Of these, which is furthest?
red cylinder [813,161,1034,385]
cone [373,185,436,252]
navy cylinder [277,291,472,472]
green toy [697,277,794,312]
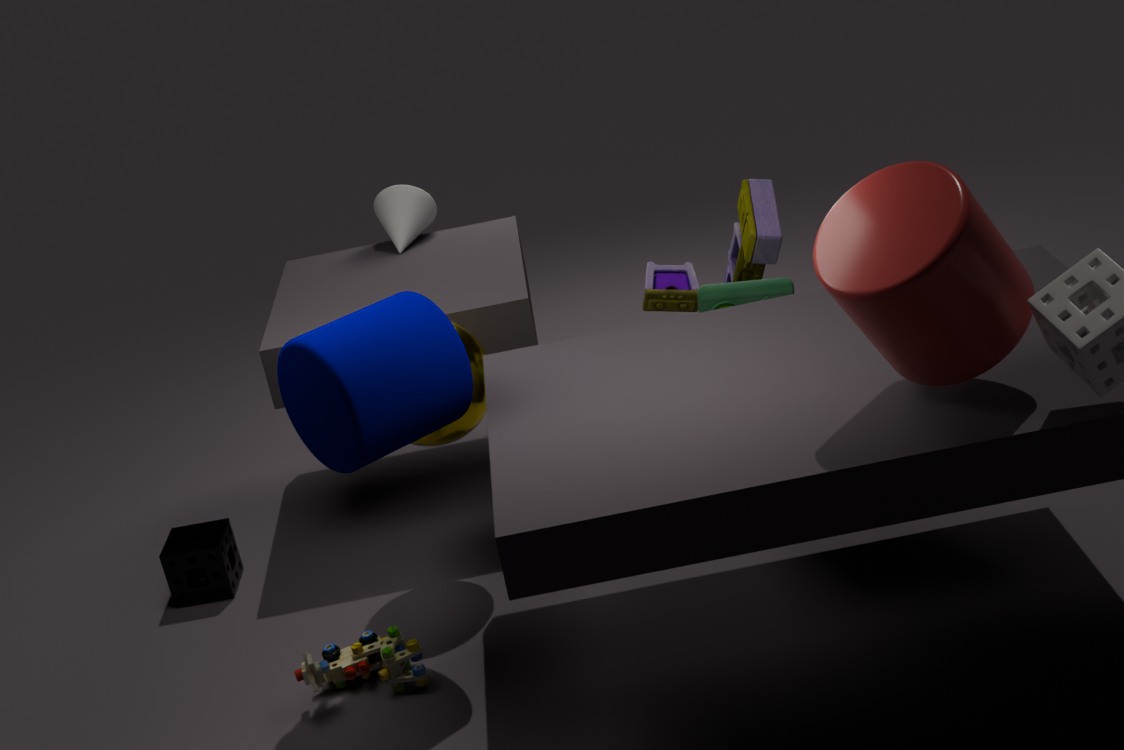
cone [373,185,436,252]
